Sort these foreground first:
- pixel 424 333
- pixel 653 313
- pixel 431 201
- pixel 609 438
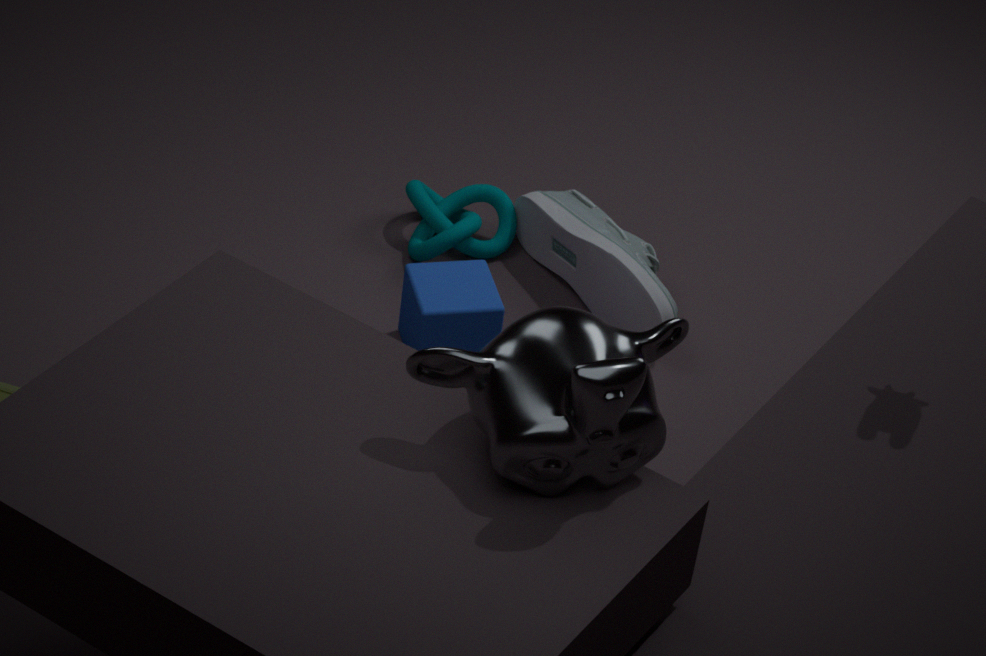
1. pixel 609 438
2. pixel 424 333
3. pixel 653 313
4. pixel 431 201
